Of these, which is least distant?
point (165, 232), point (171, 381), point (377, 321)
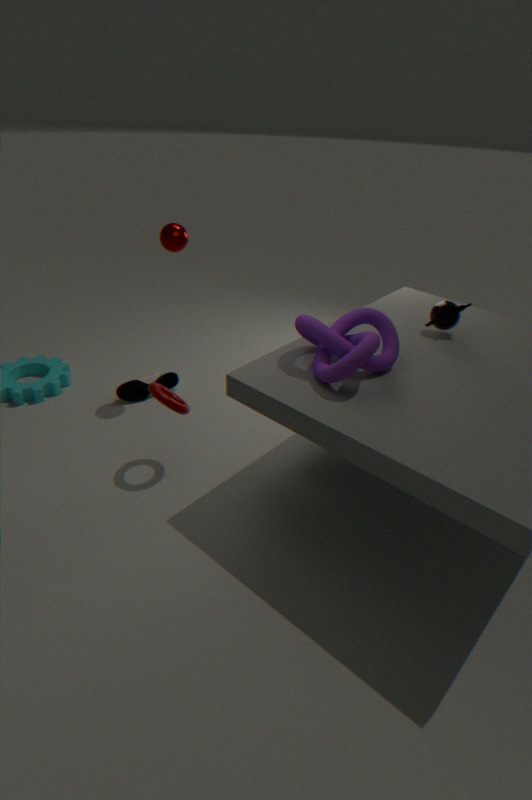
point (377, 321)
